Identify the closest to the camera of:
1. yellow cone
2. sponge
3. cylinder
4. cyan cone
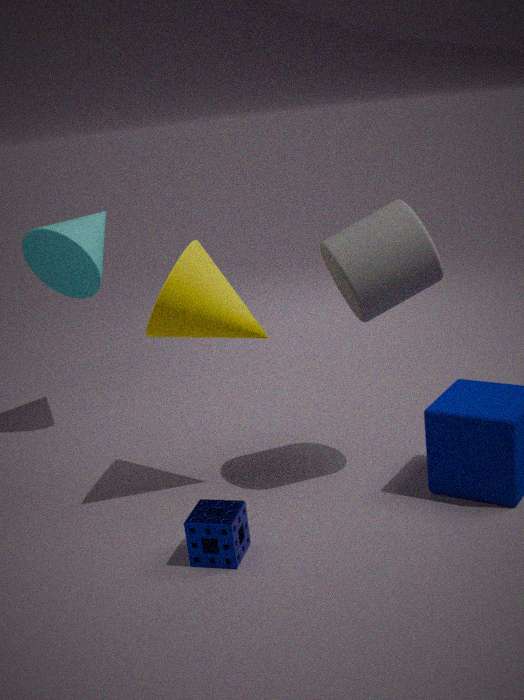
sponge
